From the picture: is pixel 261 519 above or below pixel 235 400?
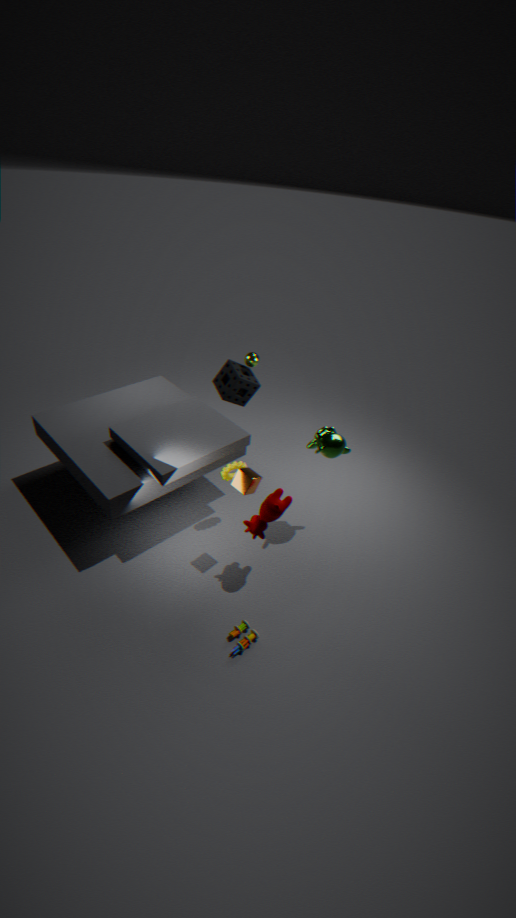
below
